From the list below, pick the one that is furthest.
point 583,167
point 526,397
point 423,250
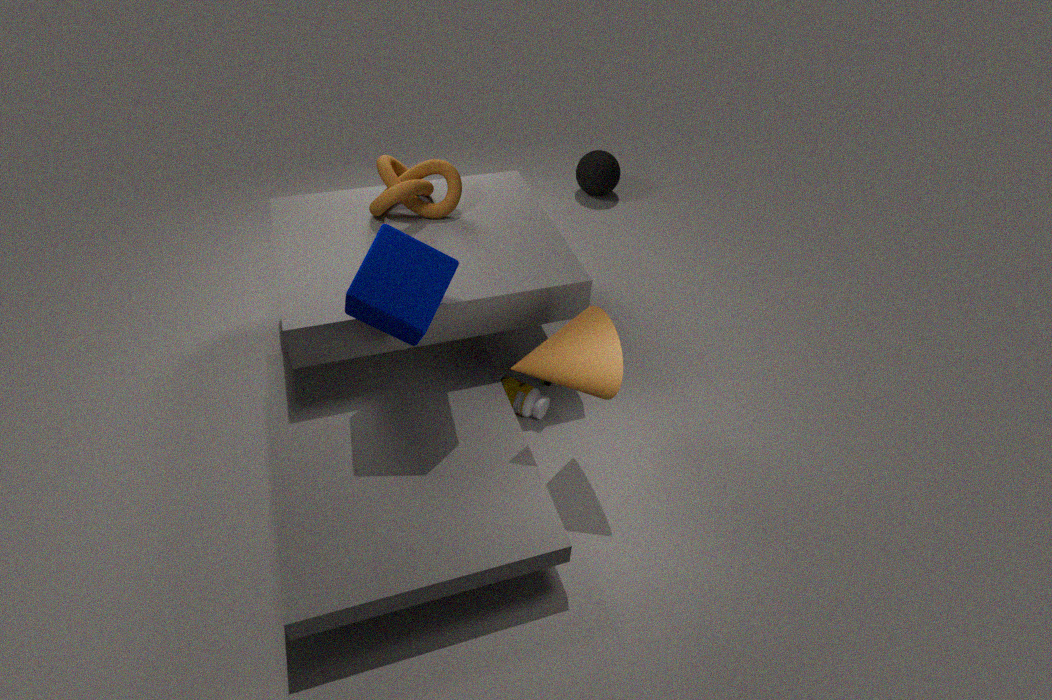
point 583,167
